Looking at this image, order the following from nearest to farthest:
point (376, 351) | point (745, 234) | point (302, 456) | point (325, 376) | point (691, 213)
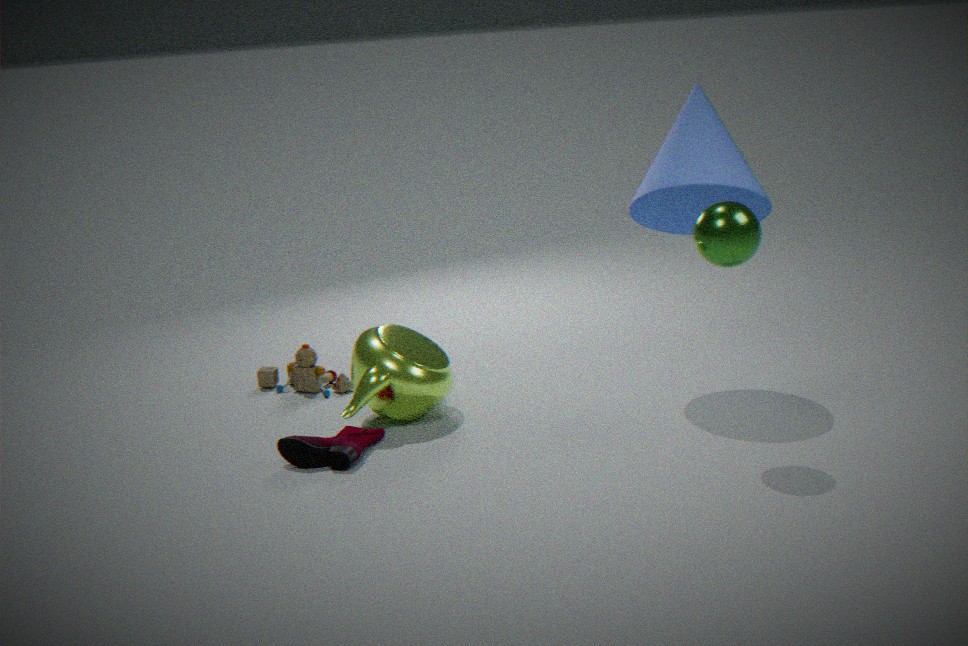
point (745, 234)
point (302, 456)
point (376, 351)
point (691, 213)
point (325, 376)
